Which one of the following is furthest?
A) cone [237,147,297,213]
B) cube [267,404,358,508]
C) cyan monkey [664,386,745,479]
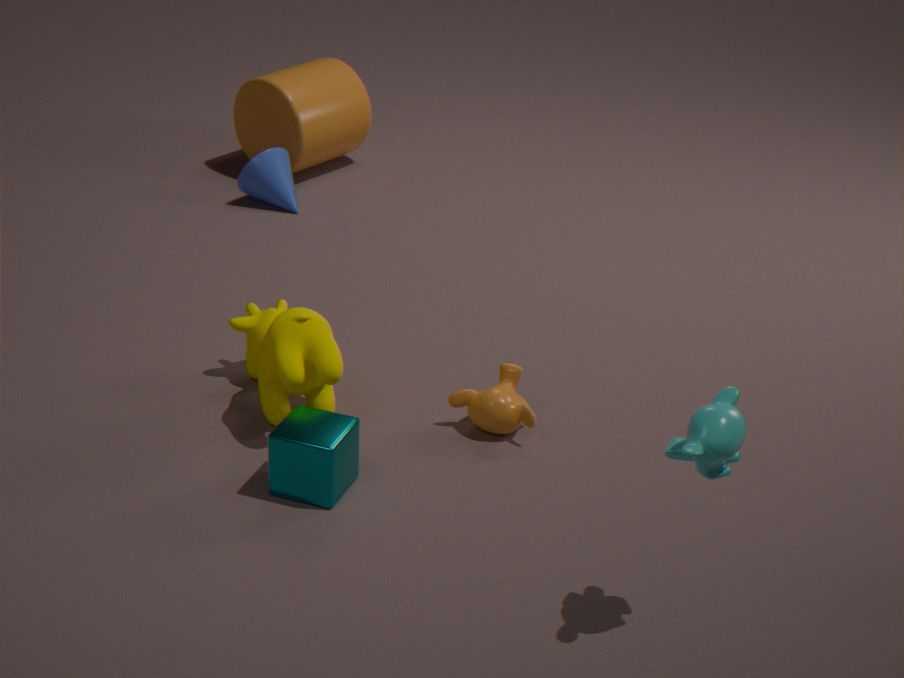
cone [237,147,297,213]
